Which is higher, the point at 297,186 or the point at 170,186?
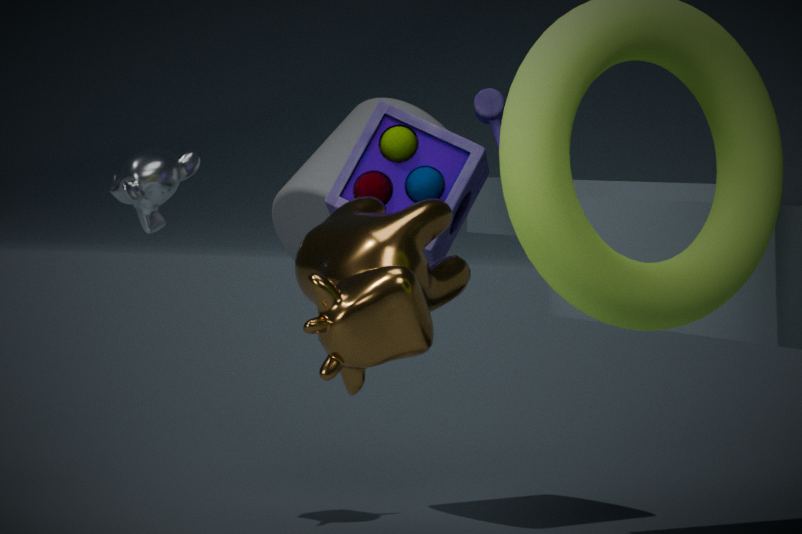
the point at 170,186
